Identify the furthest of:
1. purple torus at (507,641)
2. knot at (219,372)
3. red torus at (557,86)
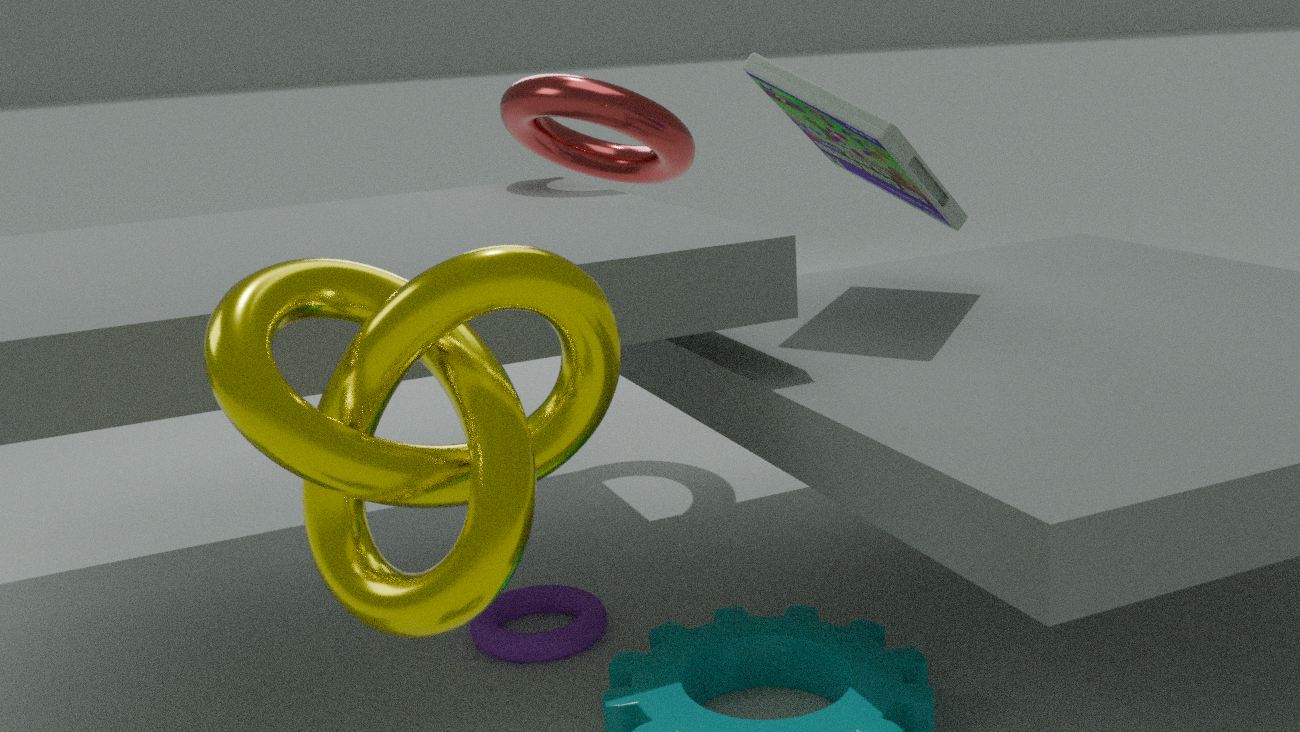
red torus at (557,86)
